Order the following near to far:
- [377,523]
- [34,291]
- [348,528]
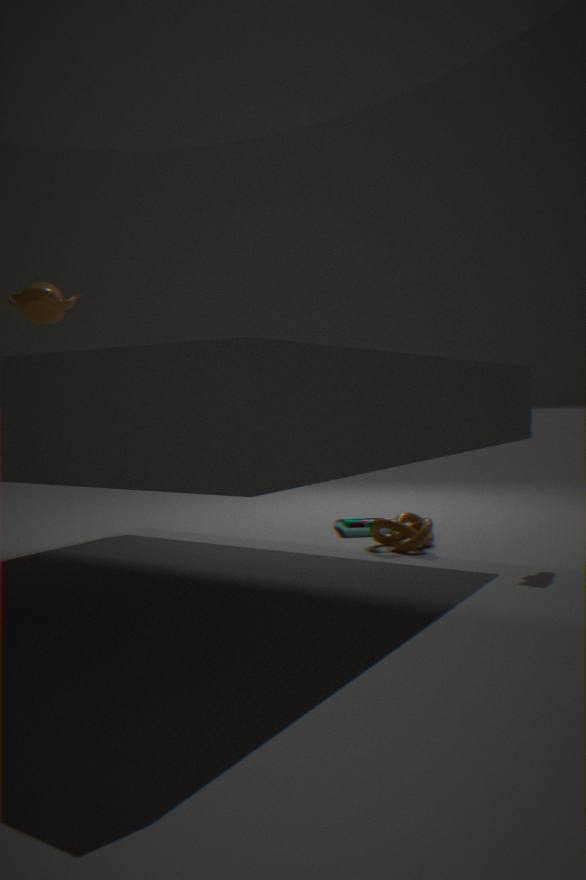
[34,291]
[377,523]
[348,528]
